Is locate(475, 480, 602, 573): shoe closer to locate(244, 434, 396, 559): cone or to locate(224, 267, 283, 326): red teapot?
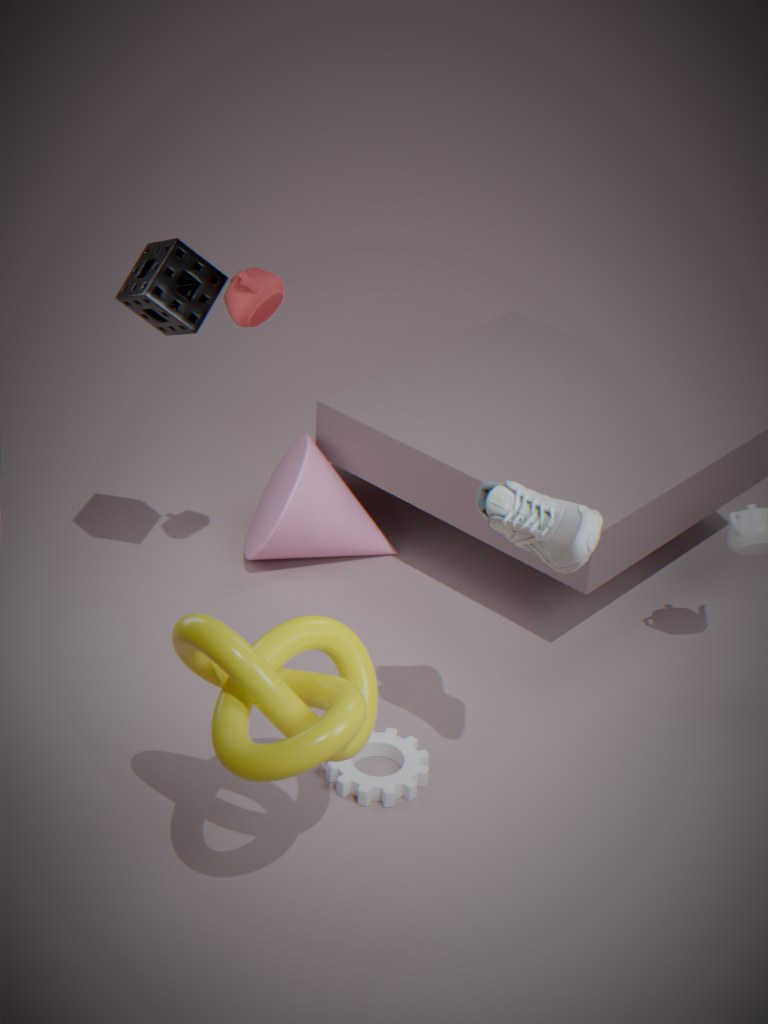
locate(224, 267, 283, 326): red teapot
